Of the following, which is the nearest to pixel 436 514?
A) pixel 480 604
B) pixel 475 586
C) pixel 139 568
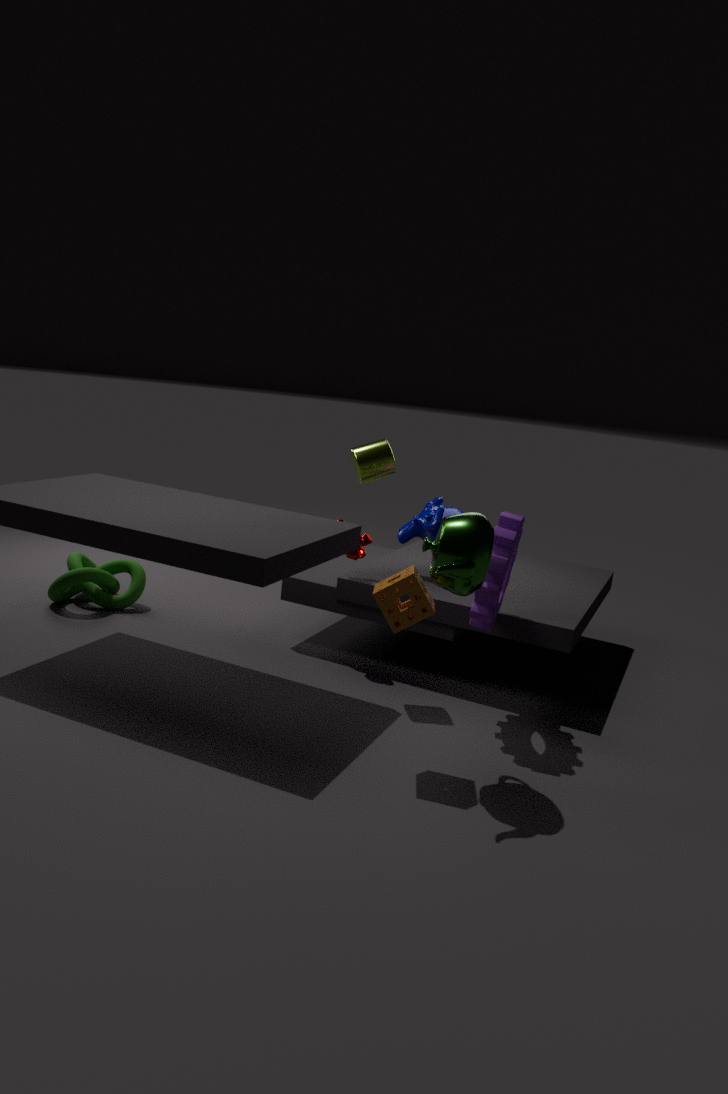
pixel 480 604
